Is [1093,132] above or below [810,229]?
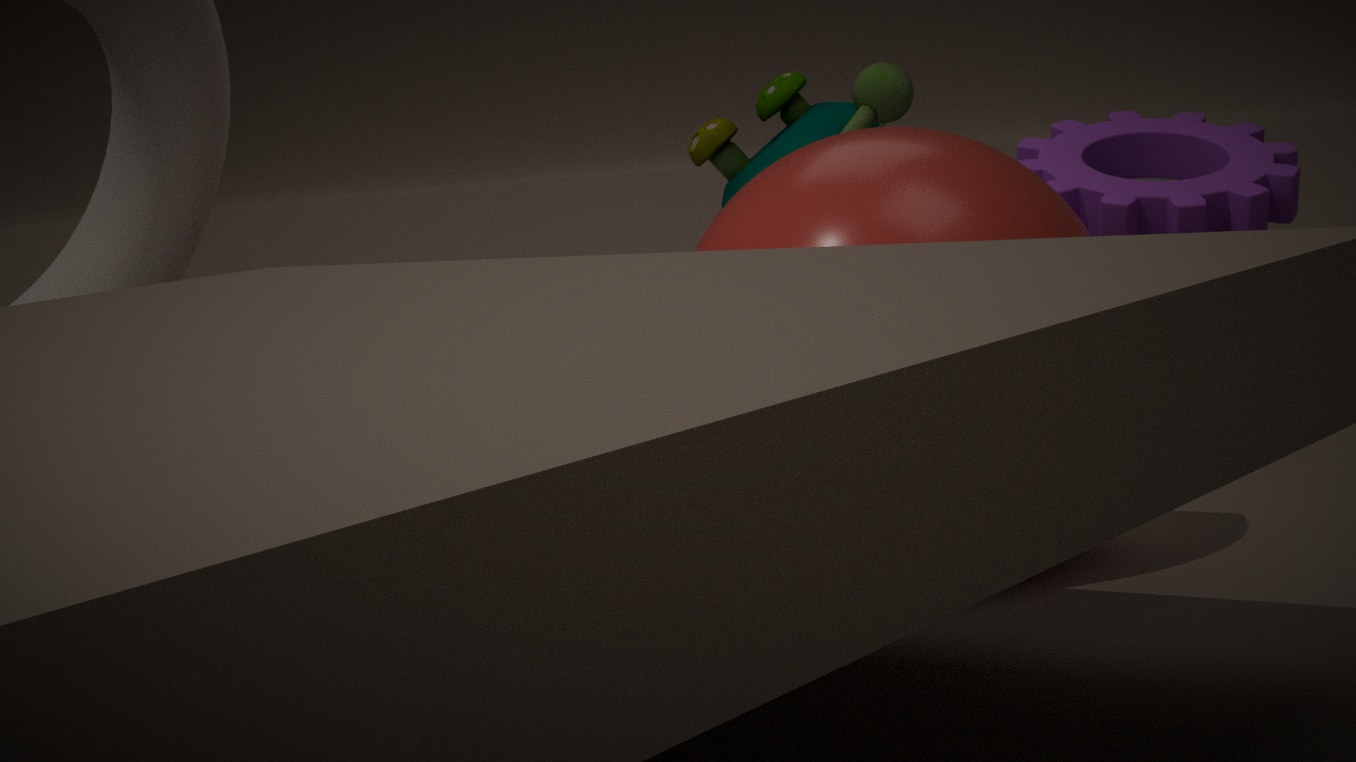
above
